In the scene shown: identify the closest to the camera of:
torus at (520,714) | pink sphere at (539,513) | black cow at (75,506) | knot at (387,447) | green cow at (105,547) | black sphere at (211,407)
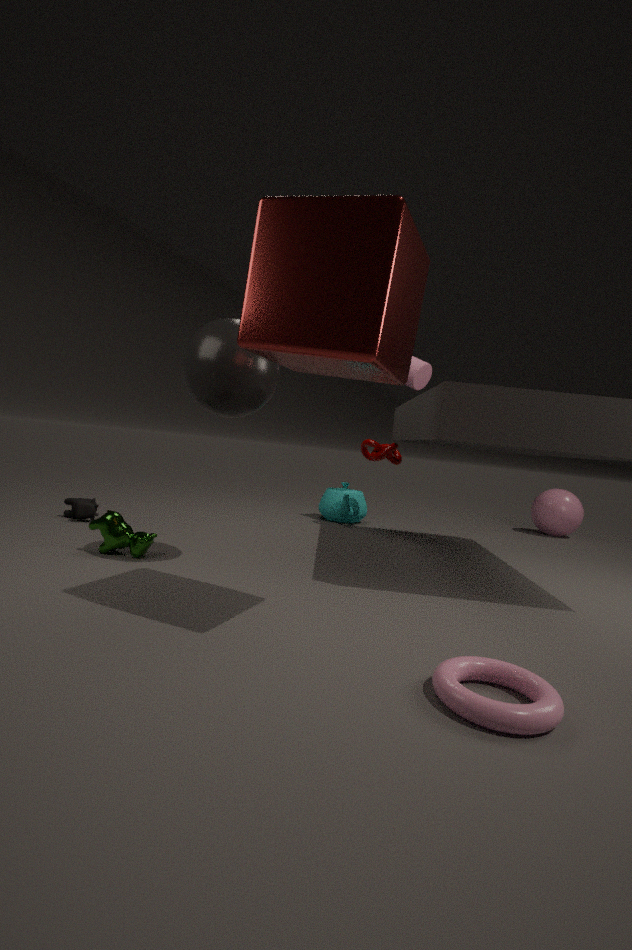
torus at (520,714)
